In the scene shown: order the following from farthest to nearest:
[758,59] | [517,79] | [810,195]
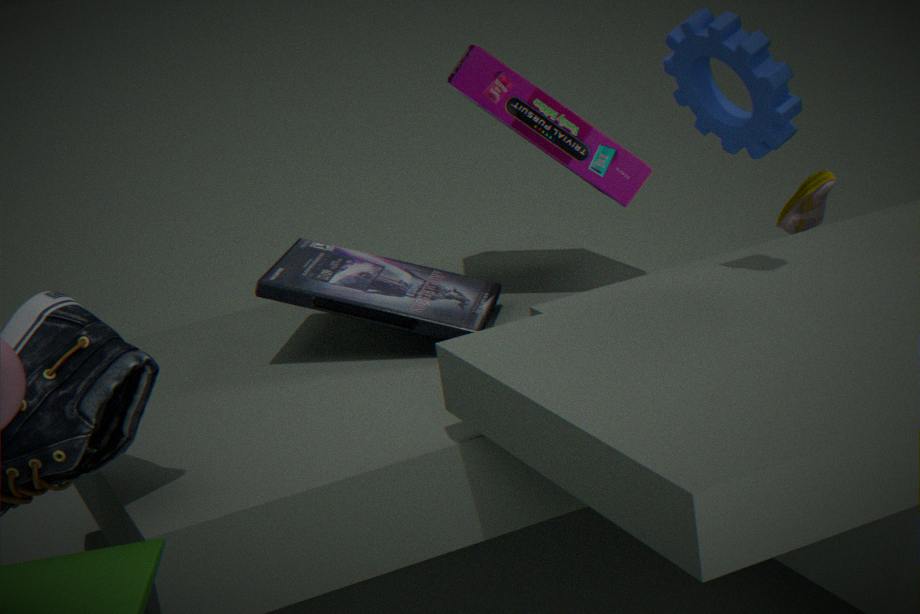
[810,195] → [517,79] → [758,59]
